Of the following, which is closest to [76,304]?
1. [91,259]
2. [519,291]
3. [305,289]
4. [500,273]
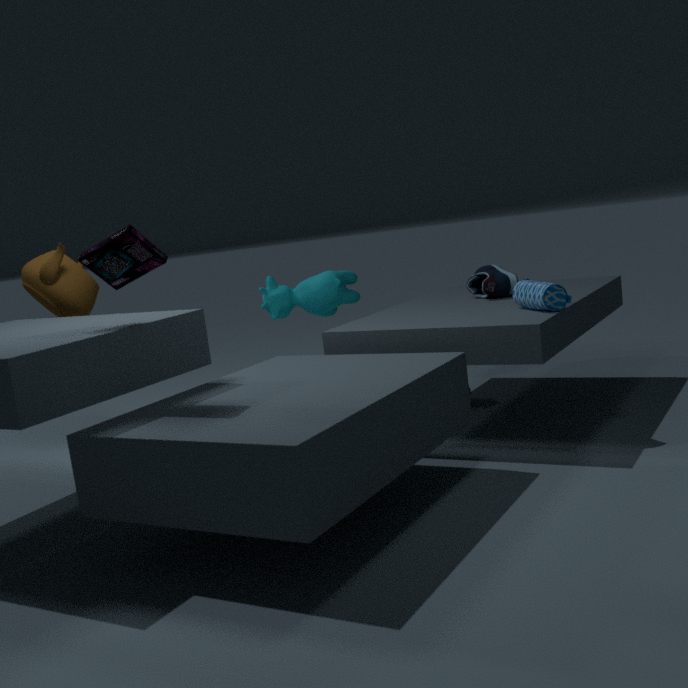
[91,259]
